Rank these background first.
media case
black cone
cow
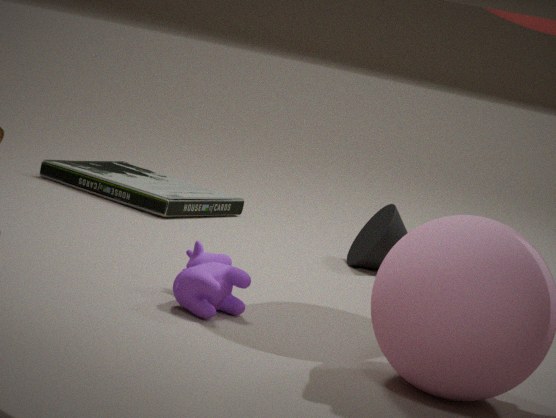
media case < black cone < cow
